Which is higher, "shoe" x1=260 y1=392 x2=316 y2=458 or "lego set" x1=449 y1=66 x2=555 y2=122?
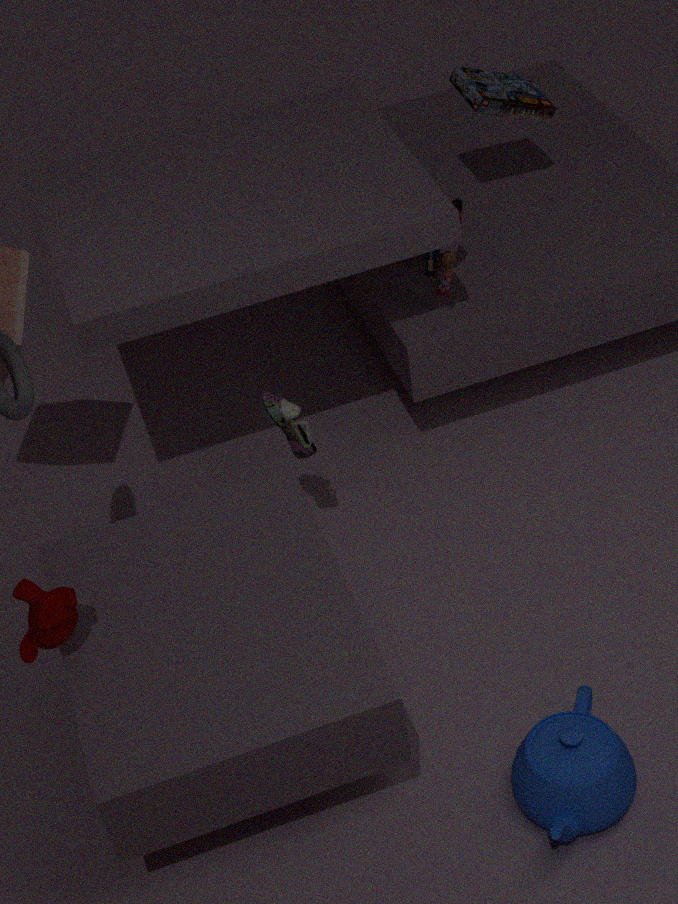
"lego set" x1=449 y1=66 x2=555 y2=122
